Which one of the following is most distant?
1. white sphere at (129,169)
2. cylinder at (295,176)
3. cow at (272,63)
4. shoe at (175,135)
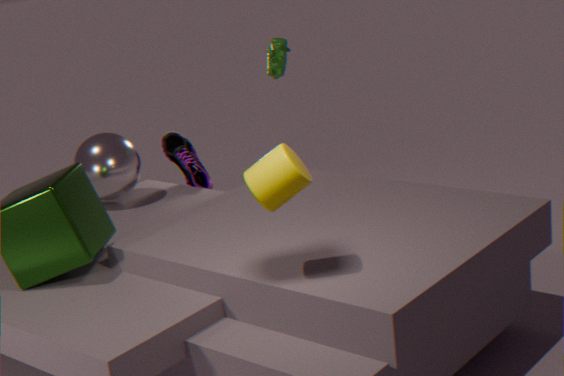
shoe at (175,135)
